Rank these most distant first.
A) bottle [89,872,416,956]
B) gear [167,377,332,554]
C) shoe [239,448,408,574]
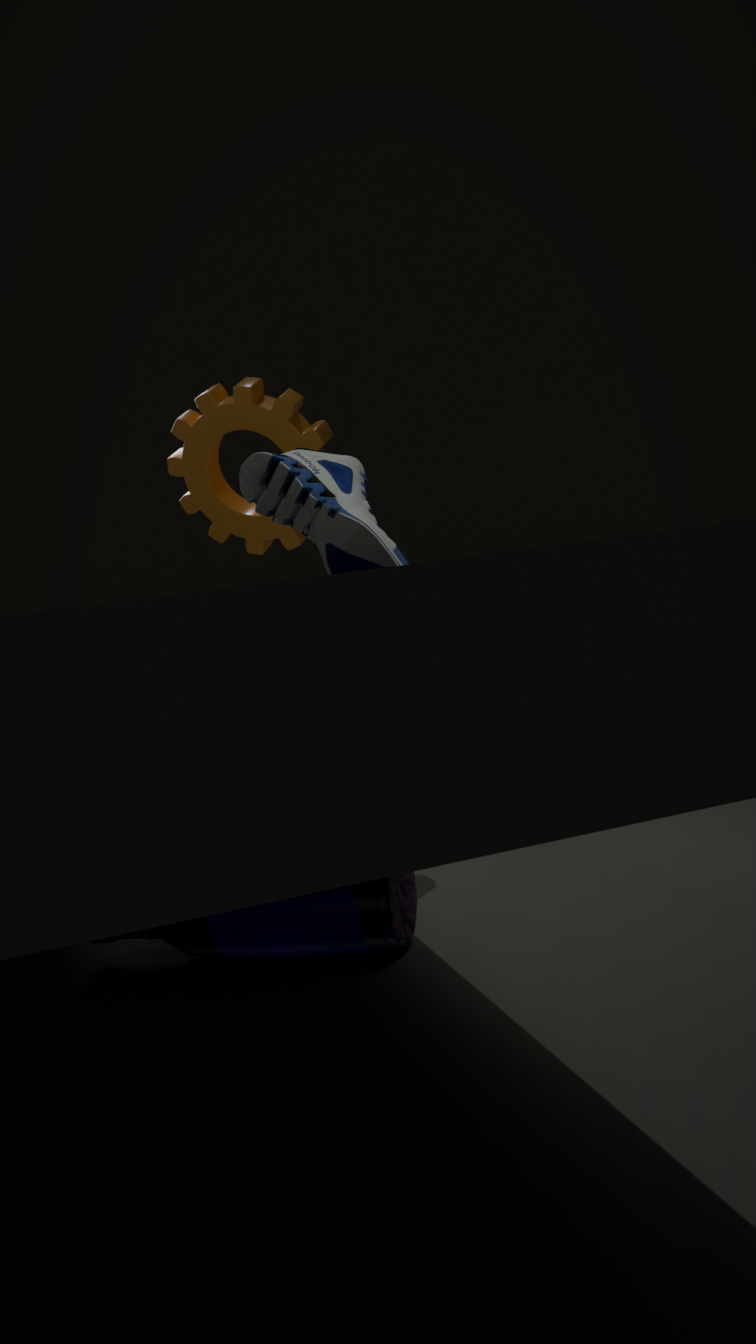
gear [167,377,332,554], shoe [239,448,408,574], bottle [89,872,416,956]
